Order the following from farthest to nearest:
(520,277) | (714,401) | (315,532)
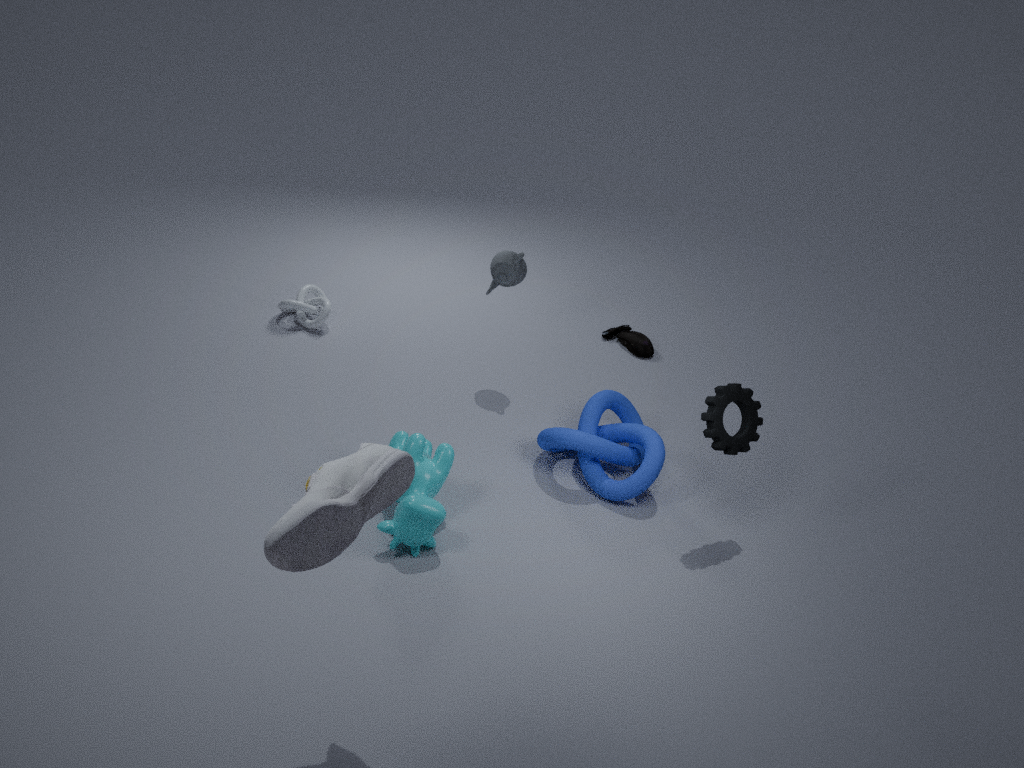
(520,277) < (714,401) < (315,532)
